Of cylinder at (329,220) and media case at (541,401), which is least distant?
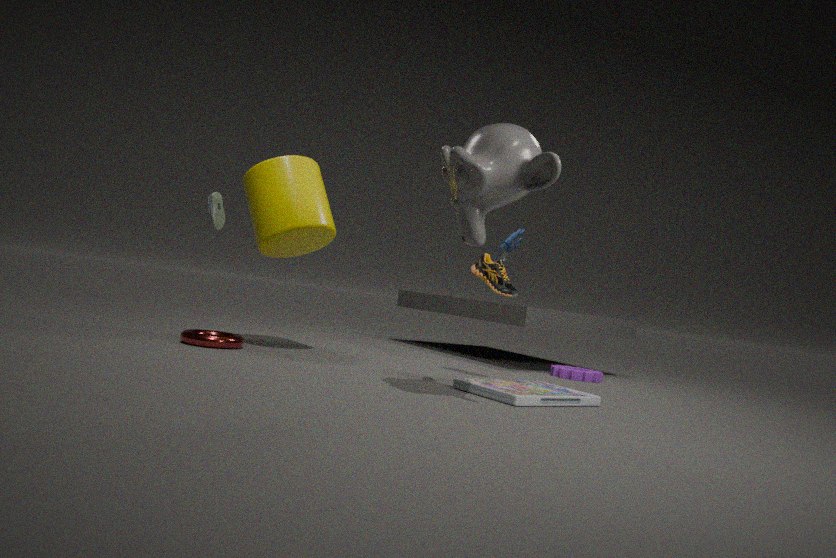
media case at (541,401)
